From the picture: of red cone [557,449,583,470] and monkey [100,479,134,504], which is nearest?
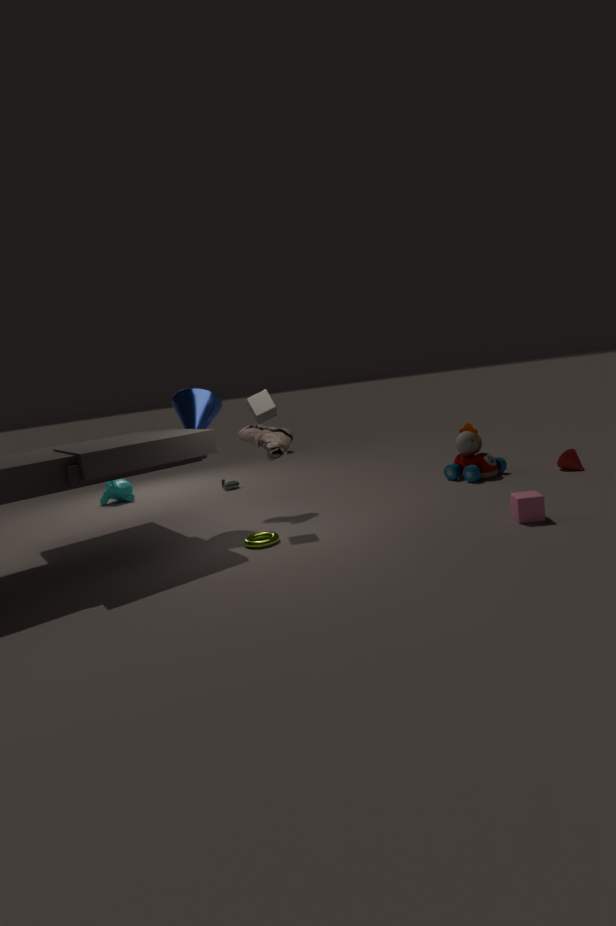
red cone [557,449,583,470]
